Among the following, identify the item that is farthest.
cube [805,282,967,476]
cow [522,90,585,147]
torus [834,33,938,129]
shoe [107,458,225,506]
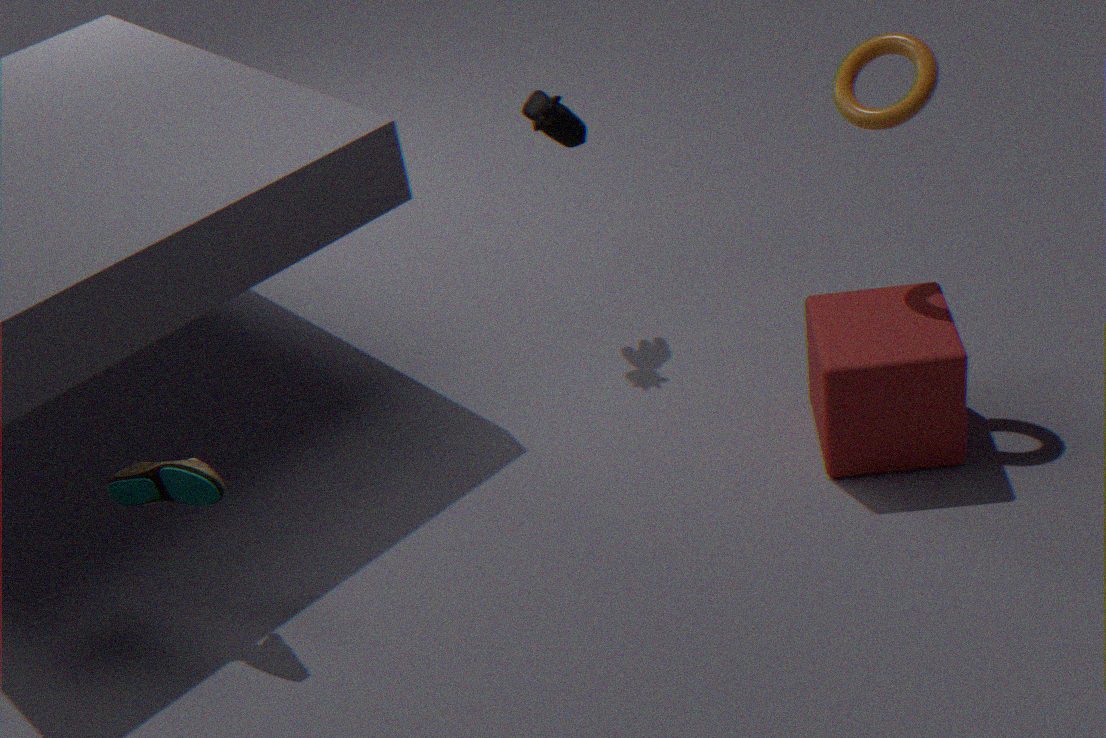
cow [522,90,585,147]
